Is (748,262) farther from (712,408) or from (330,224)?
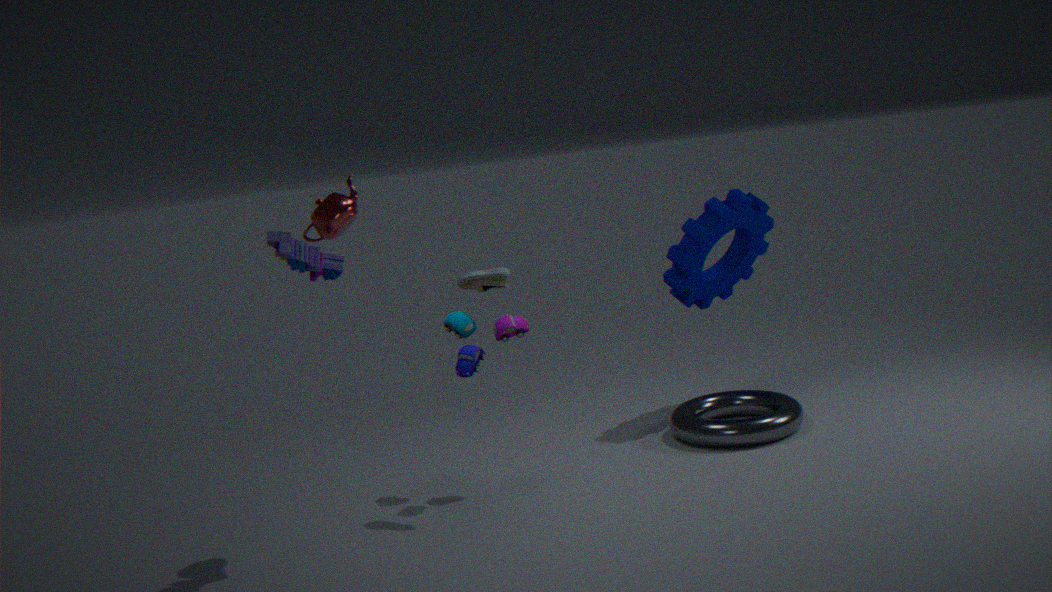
(330,224)
